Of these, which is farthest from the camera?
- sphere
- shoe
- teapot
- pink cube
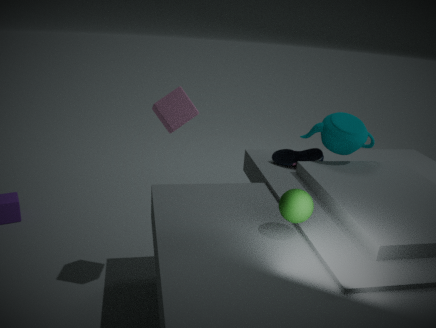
shoe
